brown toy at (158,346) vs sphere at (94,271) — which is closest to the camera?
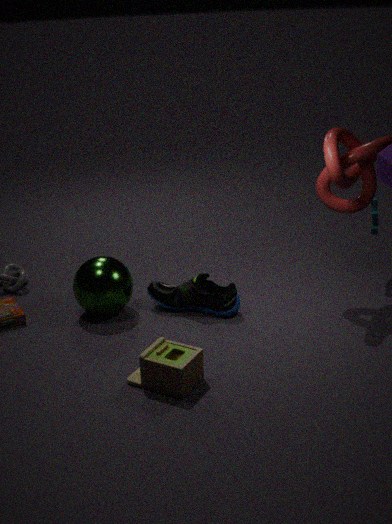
brown toy at (158,346)
